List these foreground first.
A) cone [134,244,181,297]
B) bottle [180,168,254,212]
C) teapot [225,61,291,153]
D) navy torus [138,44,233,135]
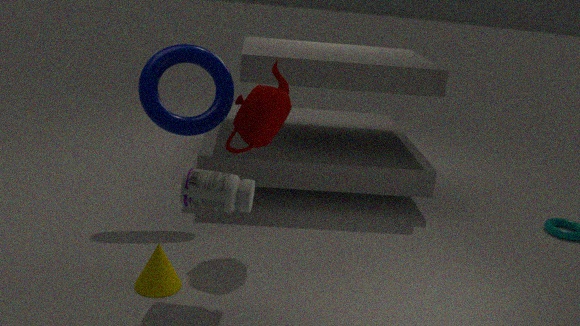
bottle [180,168,254,212]
cone [134,244,181,297]
teapot [225,61,291,153]
navy torus [138,44,233,135]
